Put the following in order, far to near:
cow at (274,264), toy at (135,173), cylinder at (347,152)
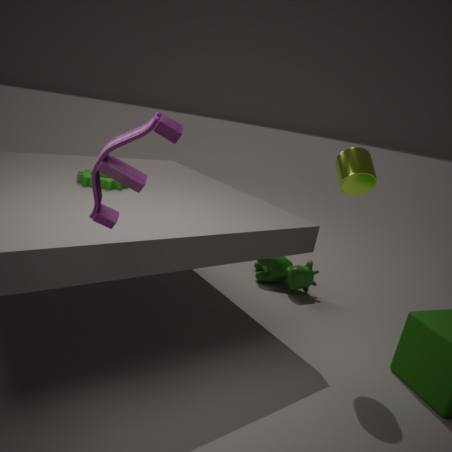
cow at (274,264), cylinder at (347,152), toy at (135,173)
